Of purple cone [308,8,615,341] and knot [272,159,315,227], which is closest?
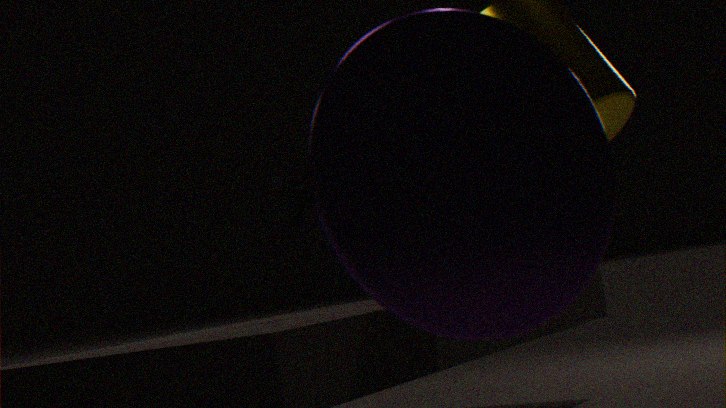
purple cone [308,8,615,341]
